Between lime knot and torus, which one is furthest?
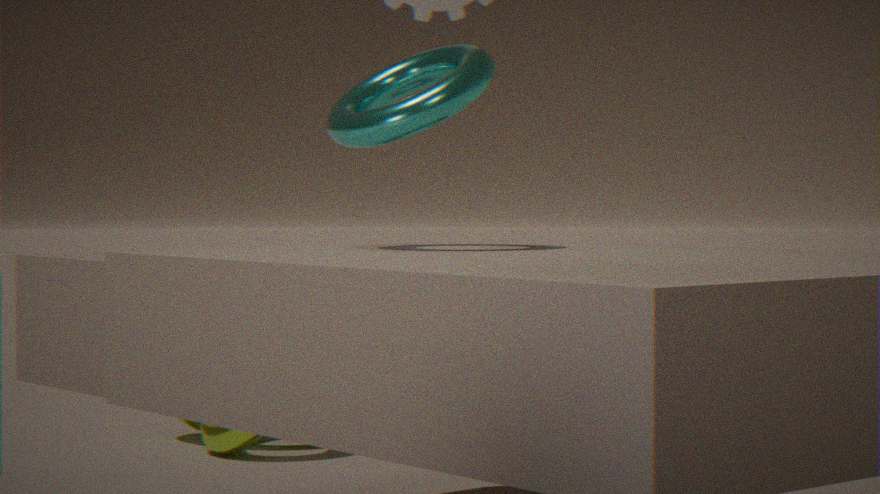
lime knot
